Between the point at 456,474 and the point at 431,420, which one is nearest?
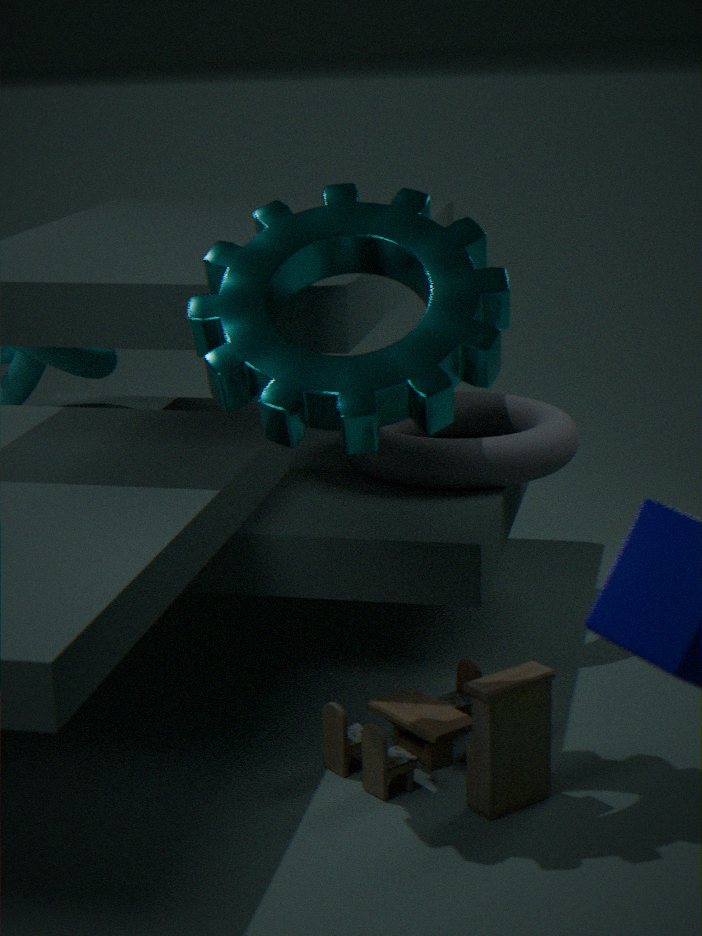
the point at 431,420
